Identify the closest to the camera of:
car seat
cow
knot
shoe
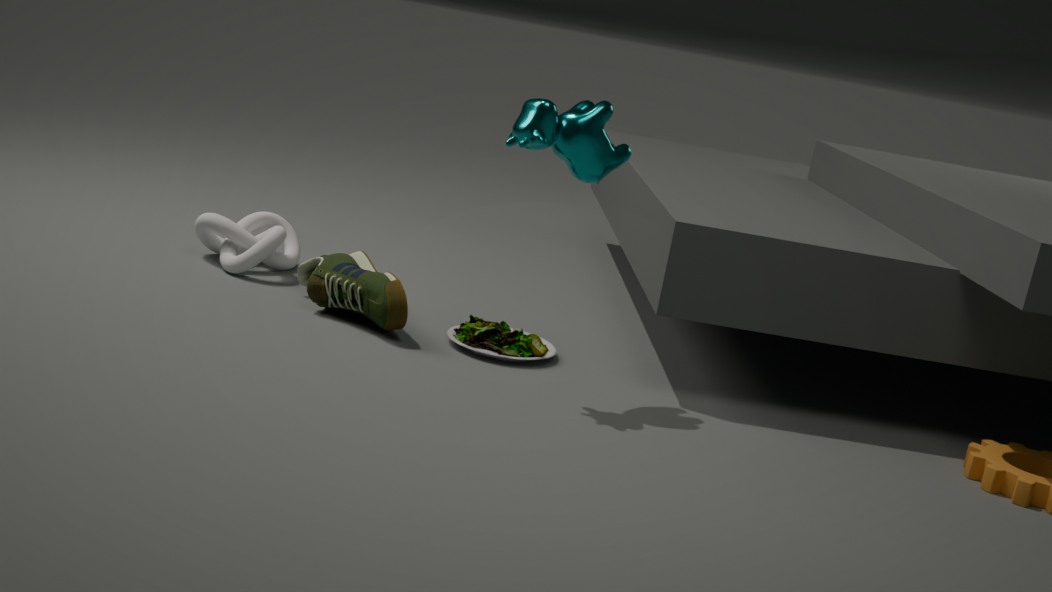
cow
